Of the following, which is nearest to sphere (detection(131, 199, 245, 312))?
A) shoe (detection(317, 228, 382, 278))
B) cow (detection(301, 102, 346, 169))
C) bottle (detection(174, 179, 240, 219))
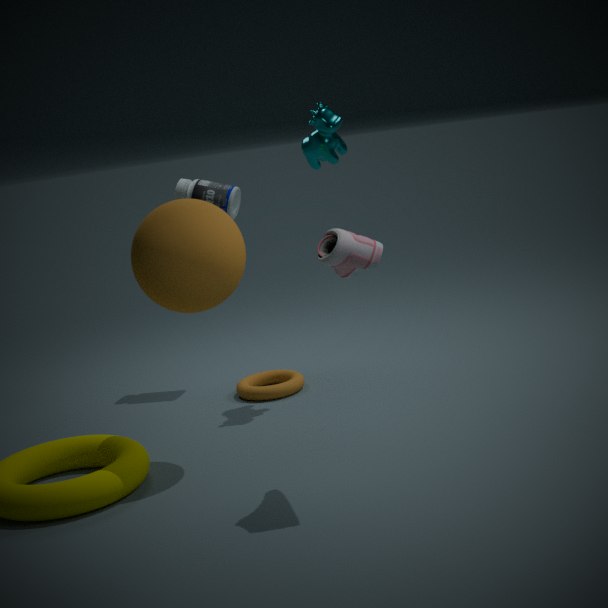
shoe (detection(317, 228, 382, 278))
